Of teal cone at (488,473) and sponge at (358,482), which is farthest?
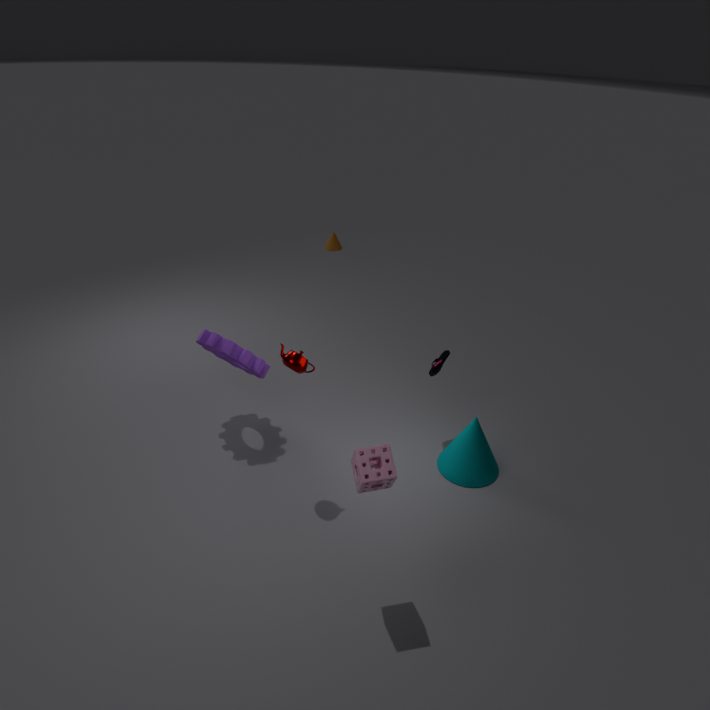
teal cone at (488,473)
